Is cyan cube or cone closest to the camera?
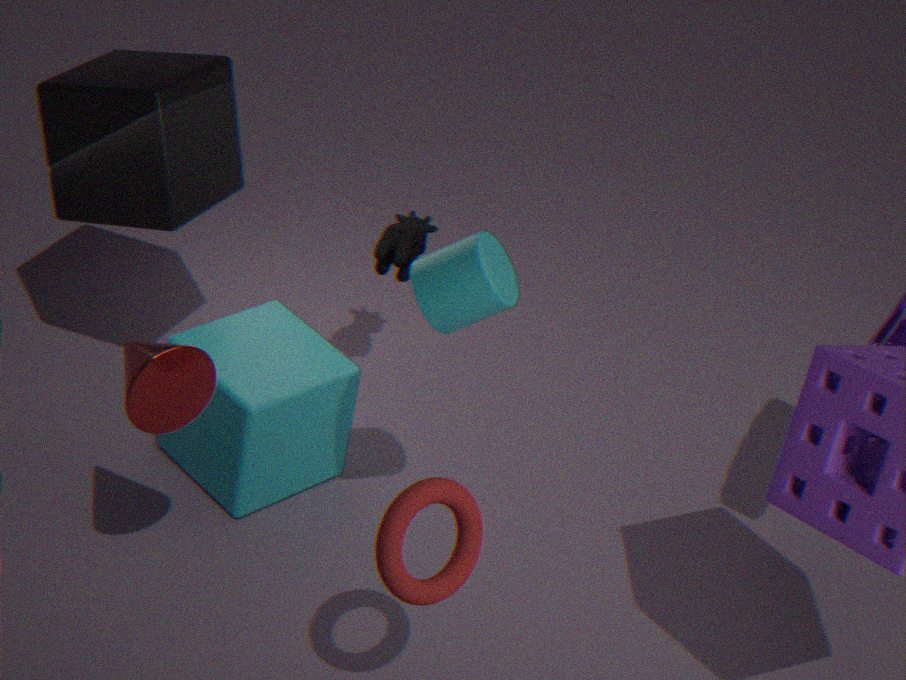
cone
